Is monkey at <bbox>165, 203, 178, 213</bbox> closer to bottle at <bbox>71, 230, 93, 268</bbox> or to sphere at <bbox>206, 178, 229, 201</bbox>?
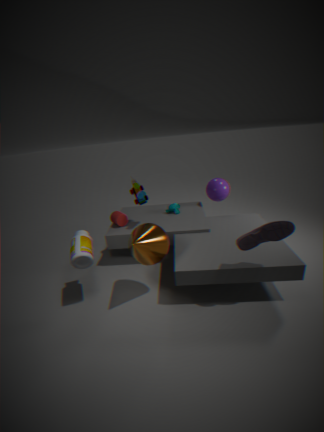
sphere at <bbox>206, 178, 229, 201</bbox>
